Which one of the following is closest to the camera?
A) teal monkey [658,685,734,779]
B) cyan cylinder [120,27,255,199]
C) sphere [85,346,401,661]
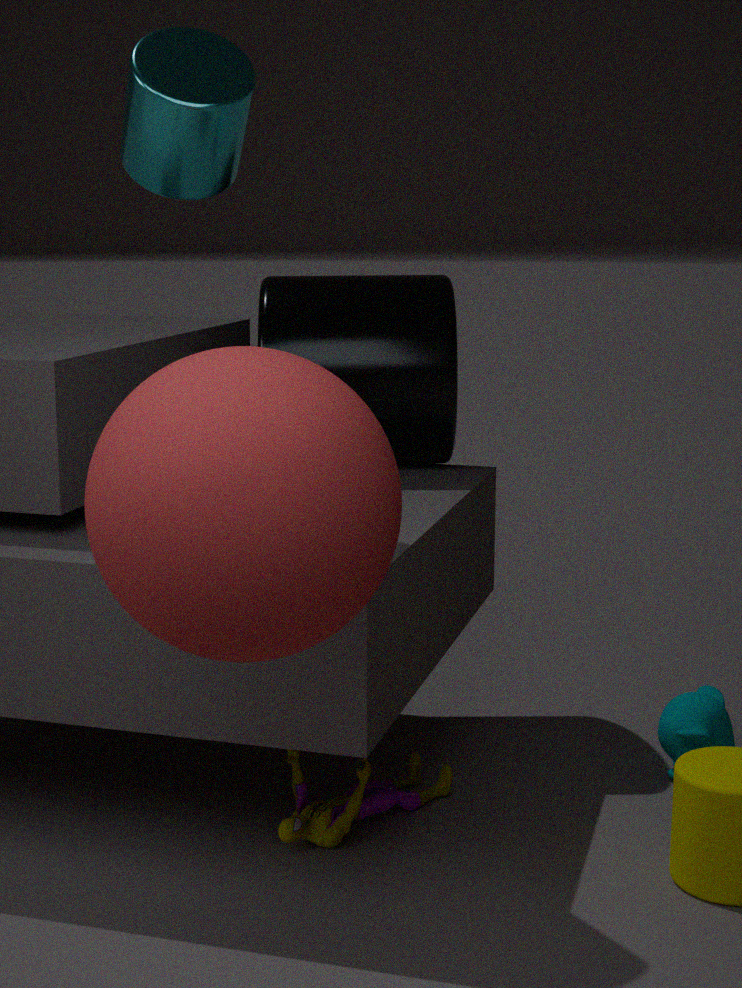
sphere [85,346,401,661]
